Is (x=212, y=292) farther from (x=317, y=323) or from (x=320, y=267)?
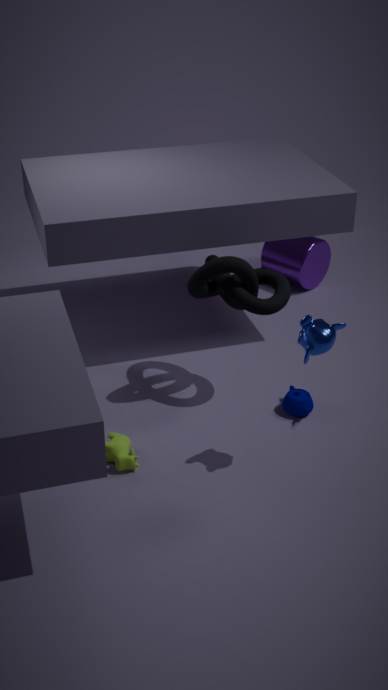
(x=320, y=267)
